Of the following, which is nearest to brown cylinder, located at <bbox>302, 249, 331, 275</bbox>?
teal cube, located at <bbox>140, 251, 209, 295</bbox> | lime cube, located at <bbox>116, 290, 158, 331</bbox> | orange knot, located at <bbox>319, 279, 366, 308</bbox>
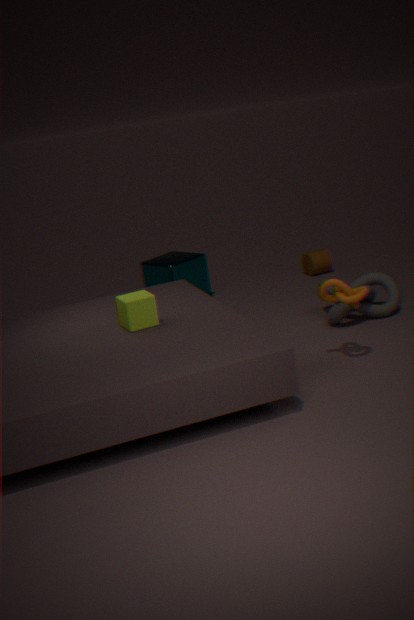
teal cube, located at <bbox>140, 251, 209, 295</bbox>
